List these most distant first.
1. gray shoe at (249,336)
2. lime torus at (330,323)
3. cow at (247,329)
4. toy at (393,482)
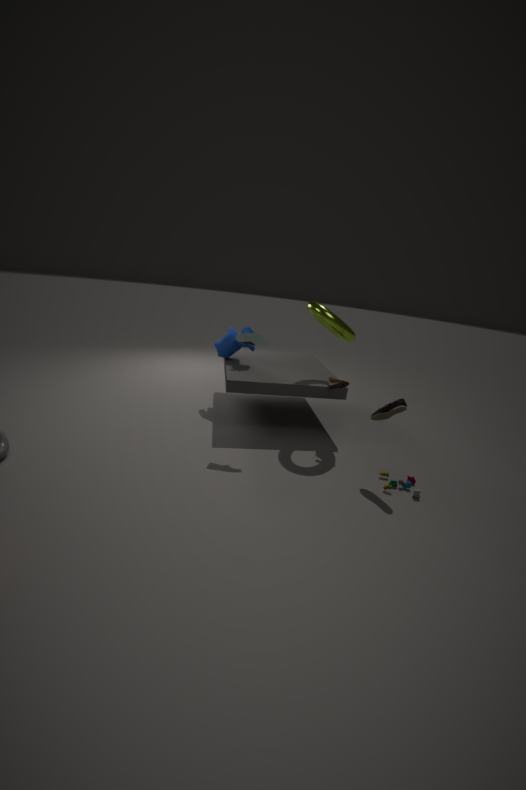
cow at (247,329), lime torus at (330,323), gray shoe at (249,336), toy at (393,482)
